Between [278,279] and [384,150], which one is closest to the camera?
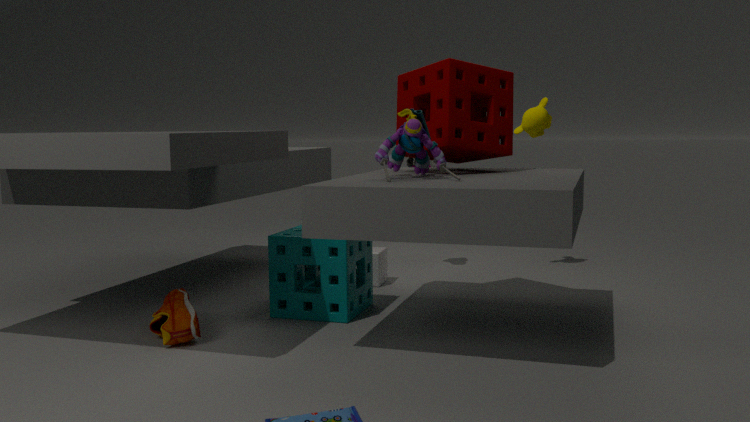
[384,150]
